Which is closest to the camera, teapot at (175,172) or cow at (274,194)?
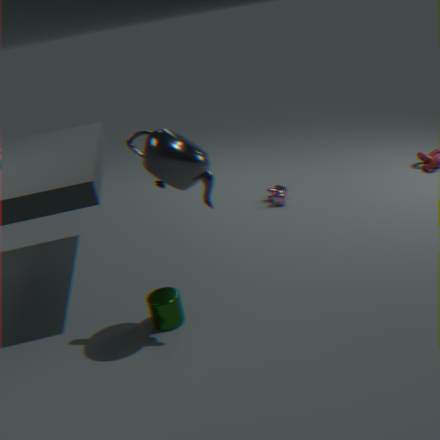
teapot at (175,172)
